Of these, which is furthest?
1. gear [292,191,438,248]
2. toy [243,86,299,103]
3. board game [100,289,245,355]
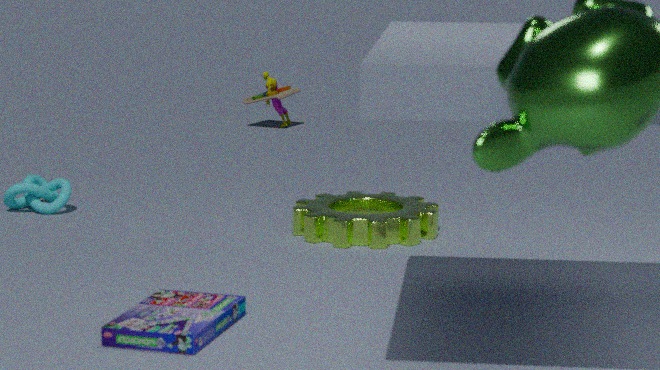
toy [243,86,299,103]
